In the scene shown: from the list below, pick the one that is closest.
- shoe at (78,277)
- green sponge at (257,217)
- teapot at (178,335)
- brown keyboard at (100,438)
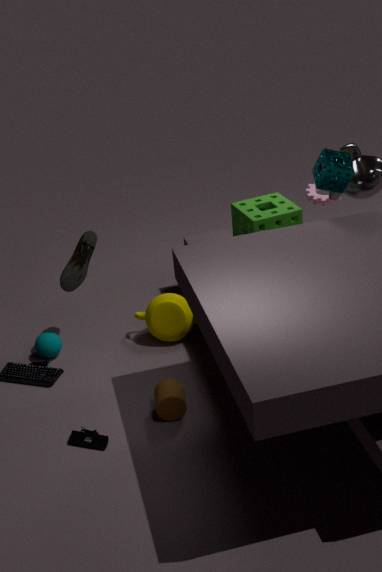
brown keyboard at (100,438)
